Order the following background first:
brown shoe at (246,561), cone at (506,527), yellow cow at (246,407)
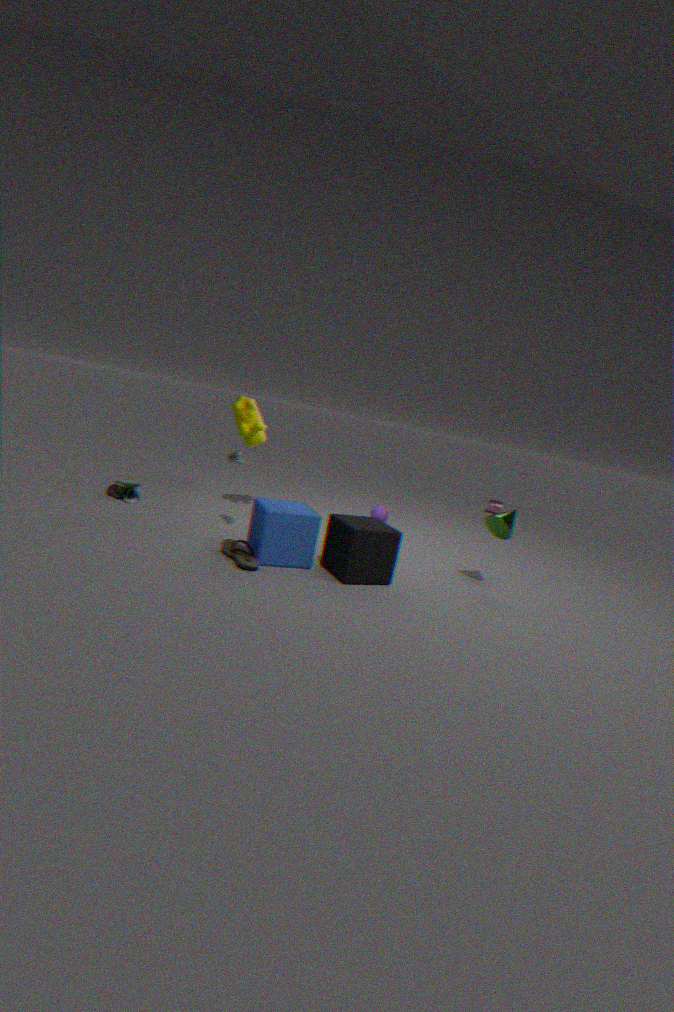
yellow cow at (246,407) → cone at (506,527) → brown shoe at (246,561)
